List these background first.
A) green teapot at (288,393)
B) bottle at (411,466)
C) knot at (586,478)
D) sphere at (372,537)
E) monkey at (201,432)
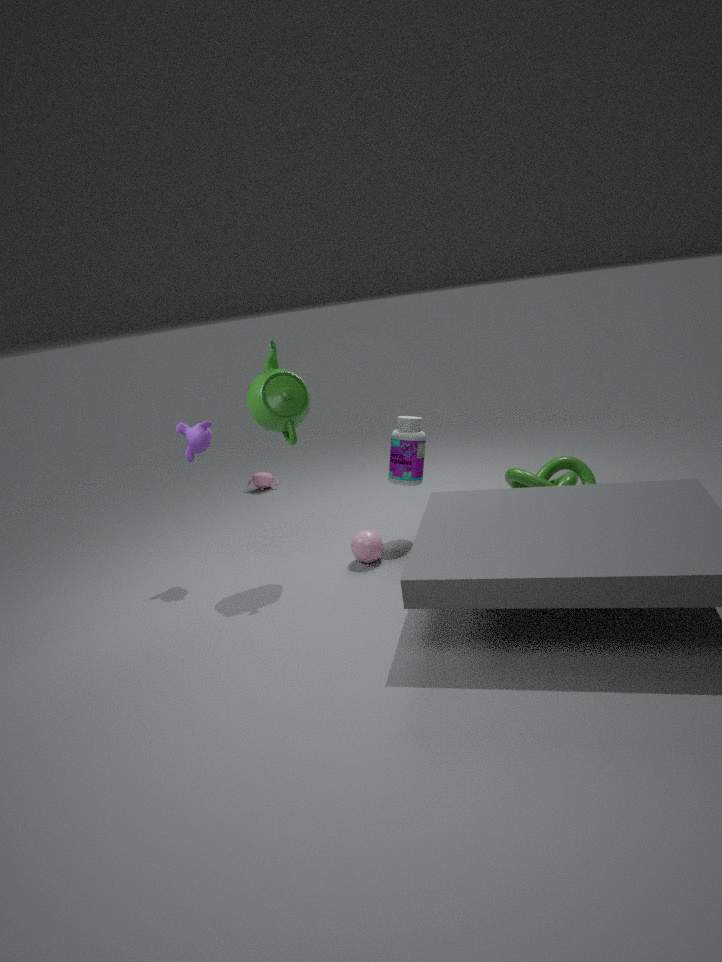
knot at (586,478) → bottle at (411,466) → monkey at (201,432) → sphere at (372,537) → green teapot at (288,393)
